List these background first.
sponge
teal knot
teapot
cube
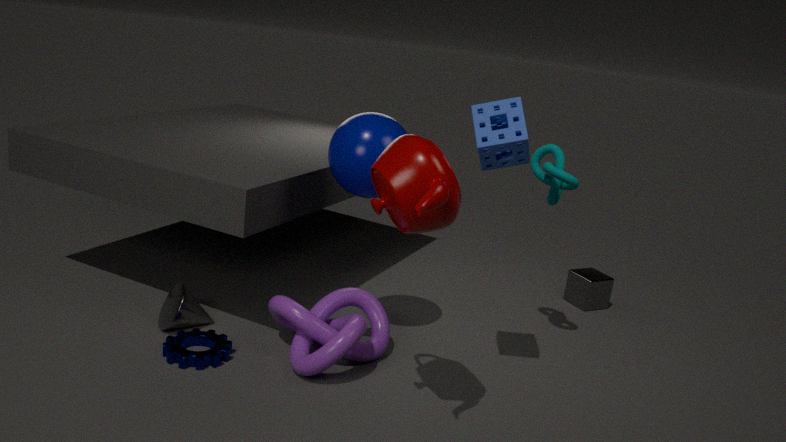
1. cube
2. teal knot
3. sponge
4. teapot
